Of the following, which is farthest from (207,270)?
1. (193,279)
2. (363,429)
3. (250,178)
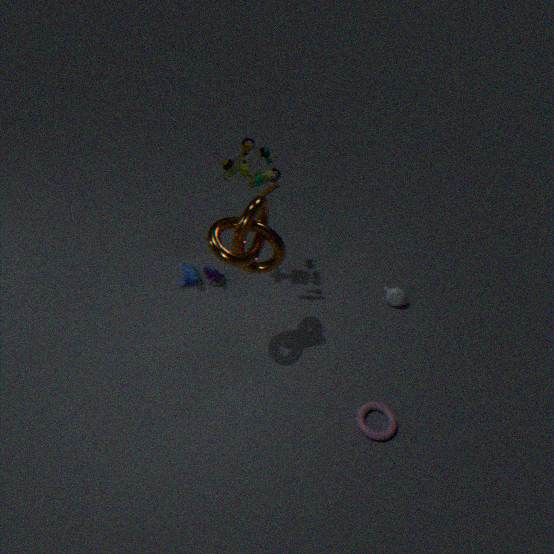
(363,429)
